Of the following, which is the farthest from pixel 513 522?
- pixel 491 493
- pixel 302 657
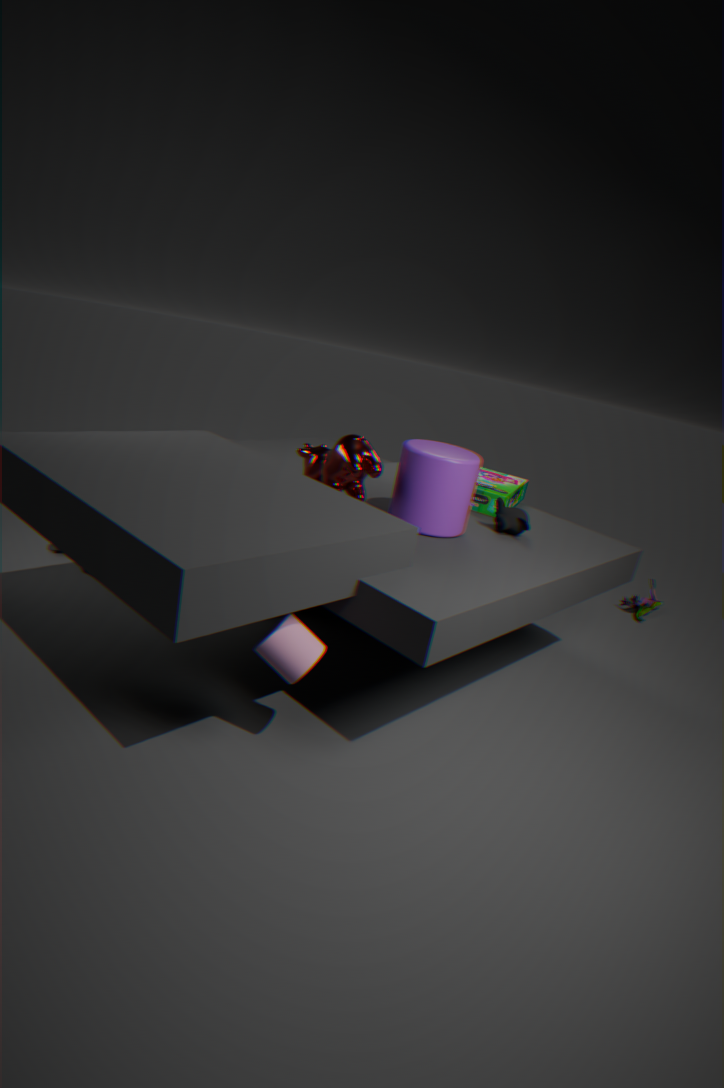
pixel 302 657
